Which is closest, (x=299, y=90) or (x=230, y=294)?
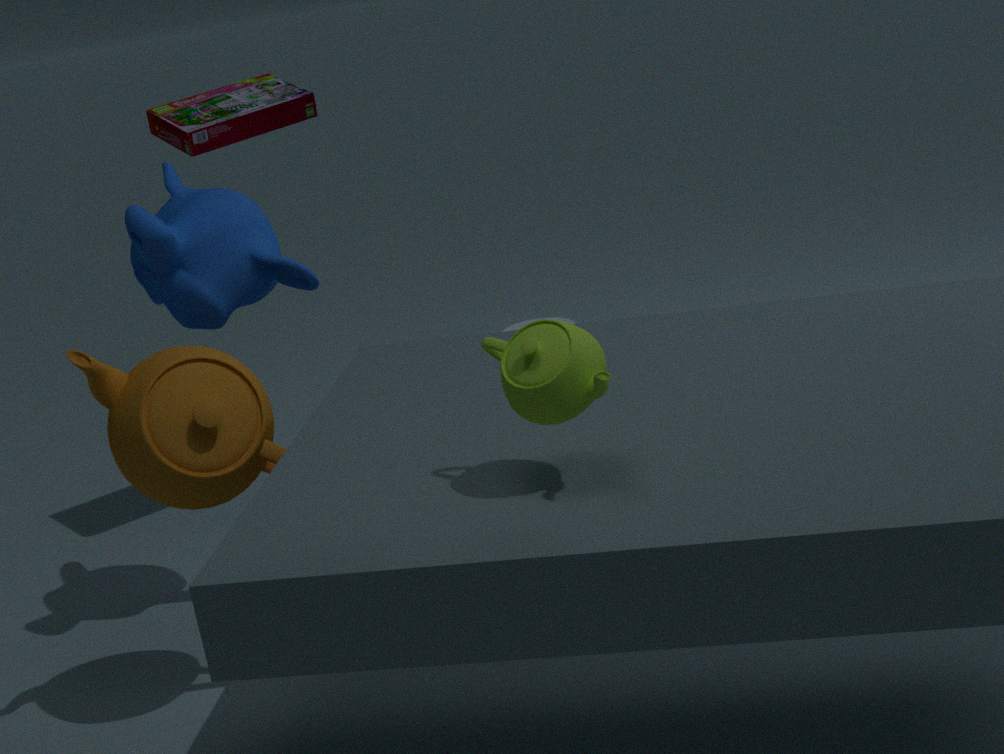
(x=230, y=294)
